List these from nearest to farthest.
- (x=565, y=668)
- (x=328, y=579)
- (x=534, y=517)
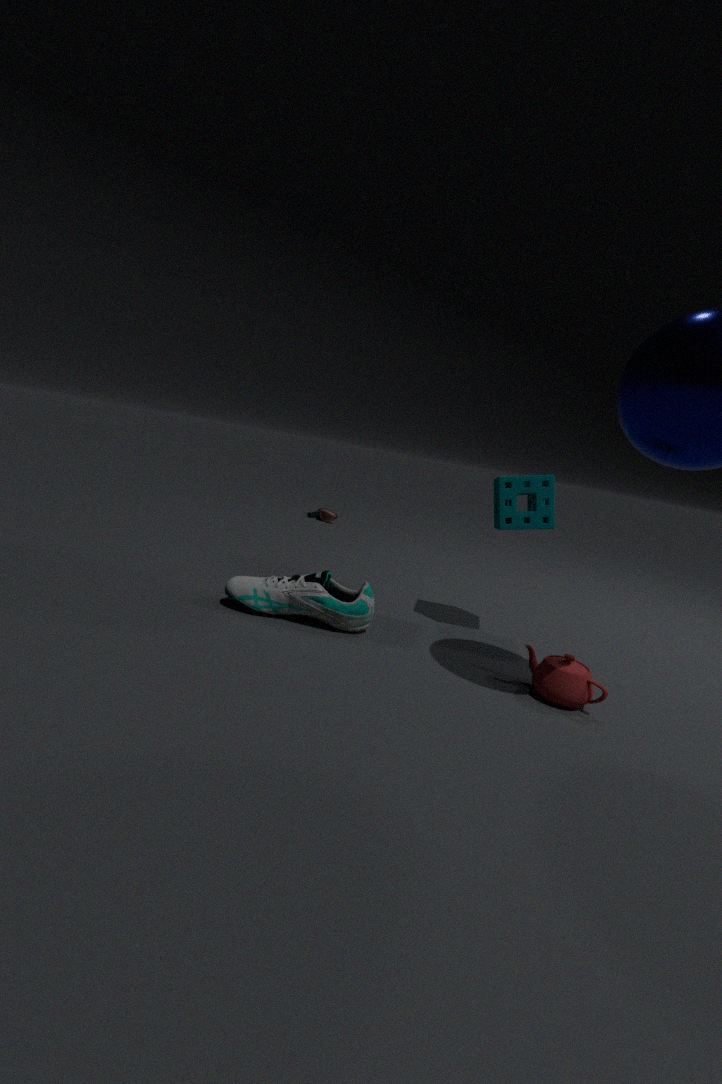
(x=565, y=668) → (x=328, y=579) → (x=534, y=517)
